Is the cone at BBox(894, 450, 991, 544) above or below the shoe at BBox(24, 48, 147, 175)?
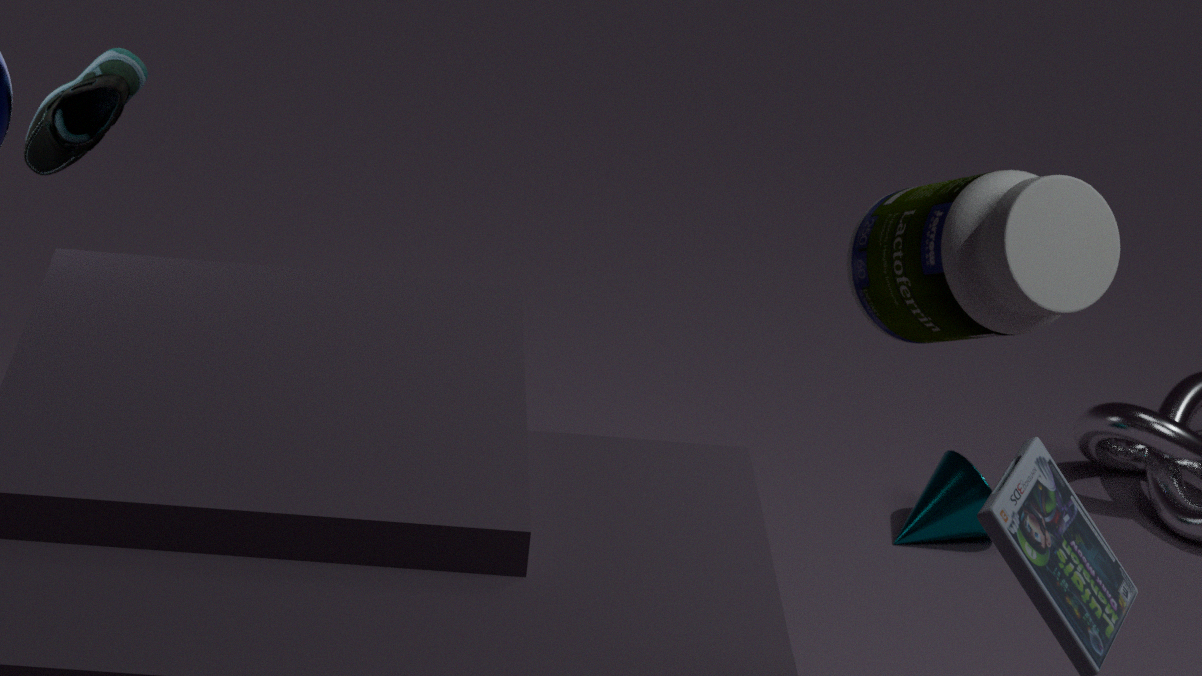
below
